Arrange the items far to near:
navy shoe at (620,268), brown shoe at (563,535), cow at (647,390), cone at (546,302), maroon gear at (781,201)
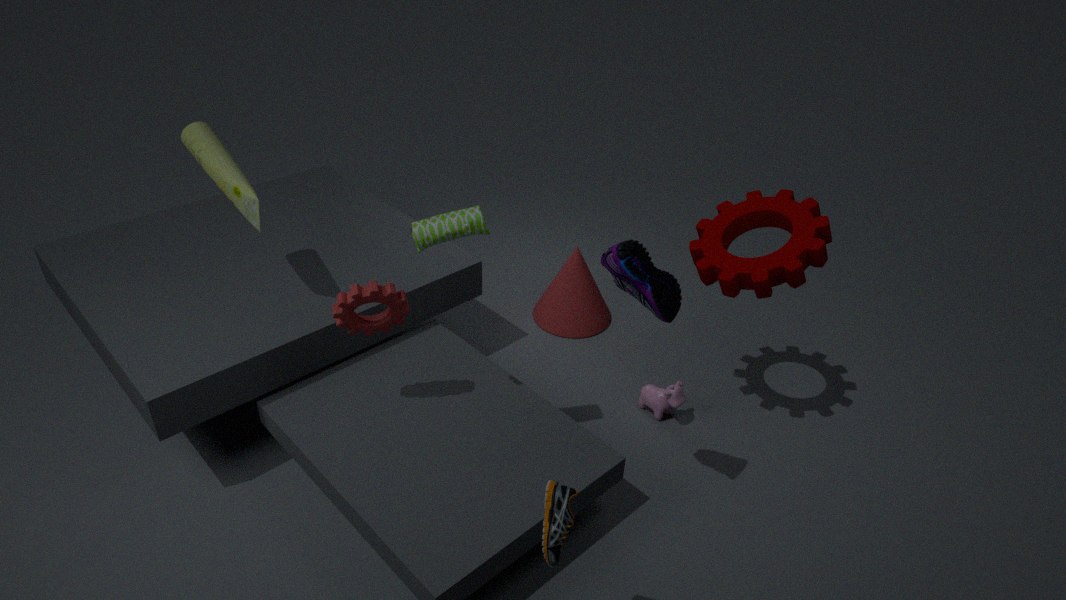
cone at (546,302), cow at (647,390), maroon gear at (781,201), navy shoe at (620,268), brown shoe at (563,535)
